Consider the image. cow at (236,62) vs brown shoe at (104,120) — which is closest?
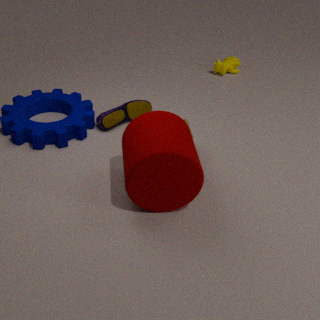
brown shoe at (104,120)
